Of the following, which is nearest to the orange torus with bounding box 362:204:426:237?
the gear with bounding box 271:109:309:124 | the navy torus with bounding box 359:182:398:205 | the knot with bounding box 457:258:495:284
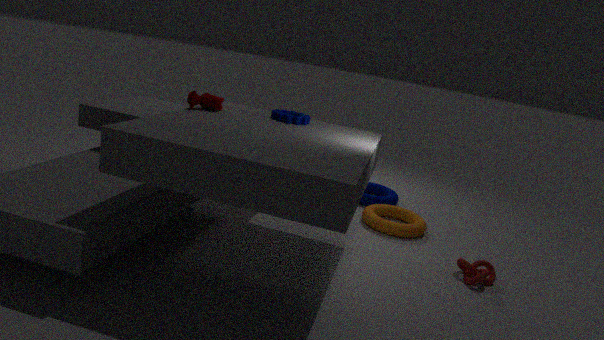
the navy torus with bounding box 359:182:398:205
